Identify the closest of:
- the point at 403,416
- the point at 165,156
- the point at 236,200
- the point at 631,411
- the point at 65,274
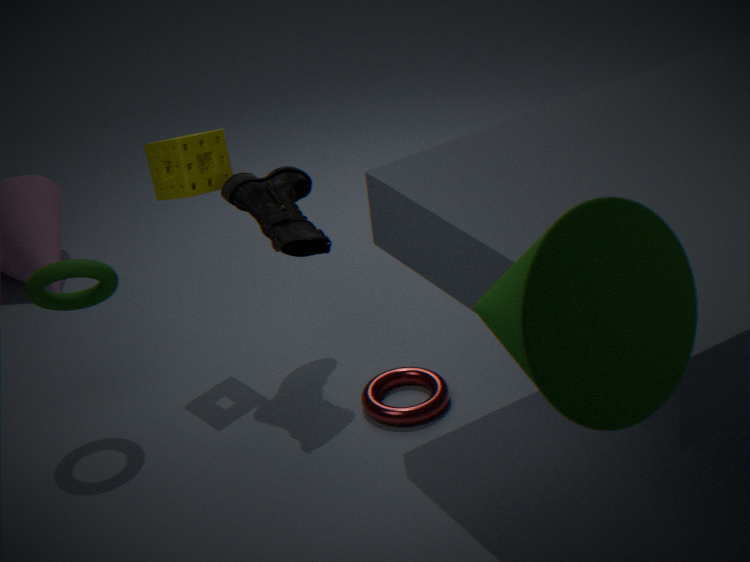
the point at 631,411
